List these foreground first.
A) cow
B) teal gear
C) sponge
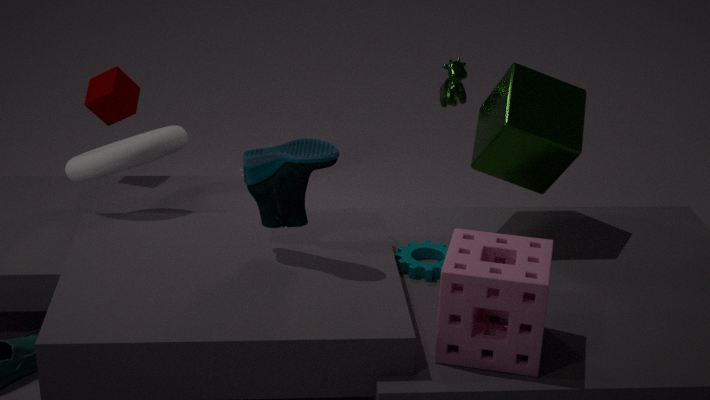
sponge < teal gear < cow
